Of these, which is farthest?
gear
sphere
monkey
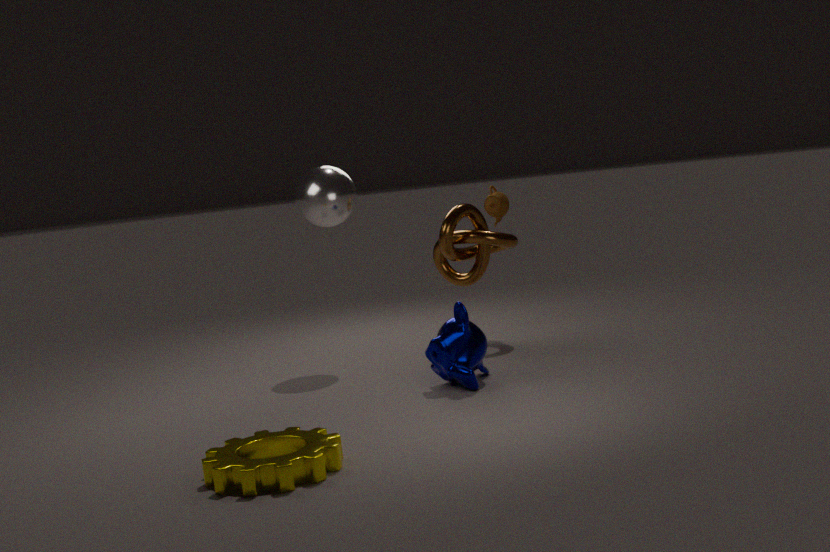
sphere
